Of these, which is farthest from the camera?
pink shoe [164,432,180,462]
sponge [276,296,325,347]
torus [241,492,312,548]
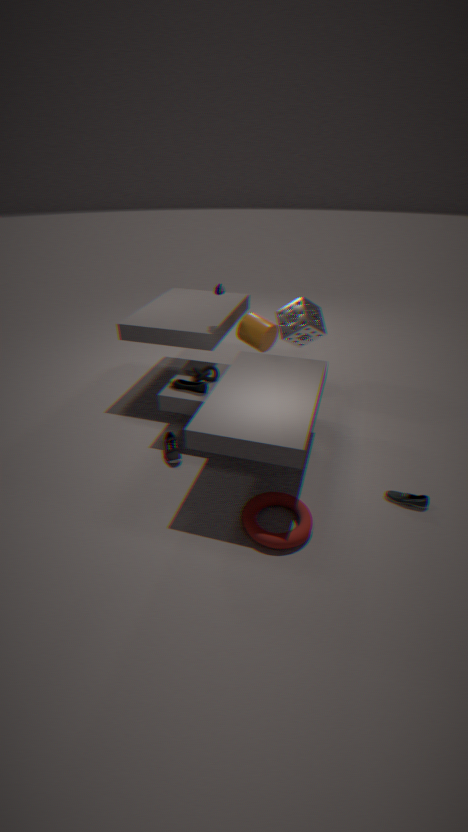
sponge [276,296,325,347]
